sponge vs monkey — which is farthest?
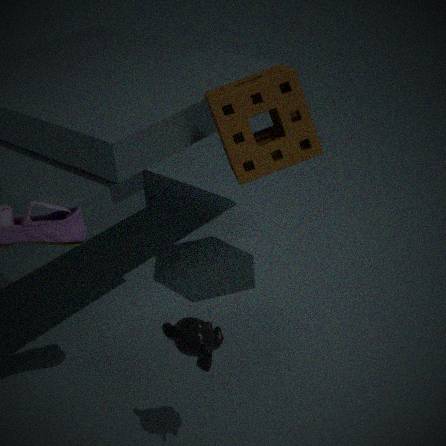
sponge
